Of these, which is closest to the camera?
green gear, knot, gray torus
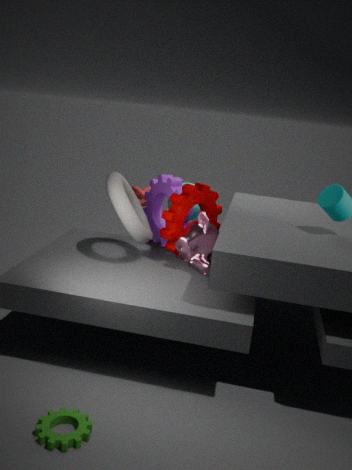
green gear
